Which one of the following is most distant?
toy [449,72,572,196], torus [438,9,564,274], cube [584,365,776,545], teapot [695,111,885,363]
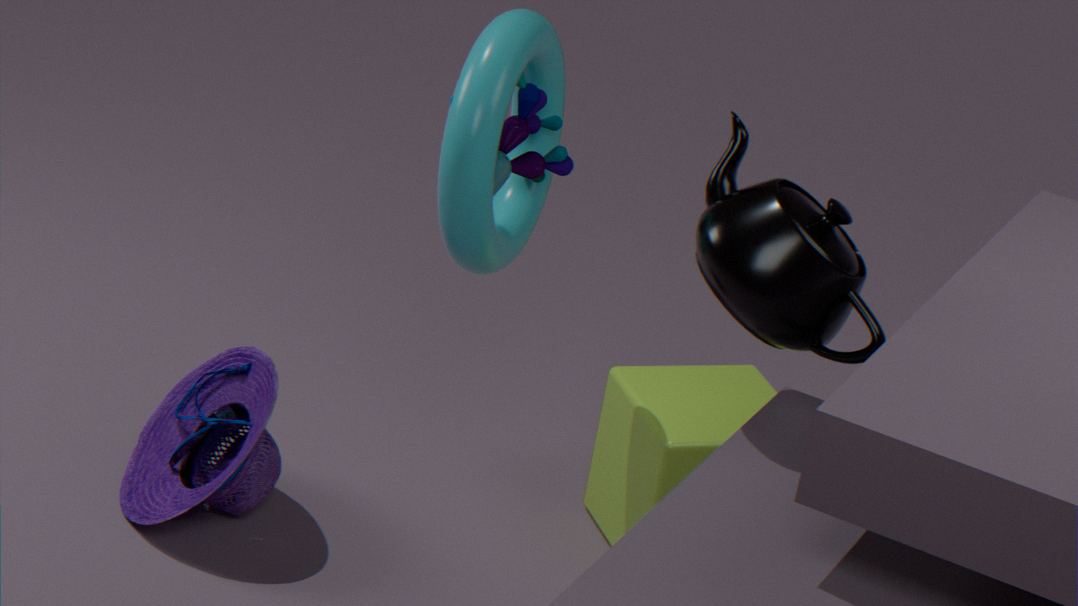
cube [584,365,776,545]
